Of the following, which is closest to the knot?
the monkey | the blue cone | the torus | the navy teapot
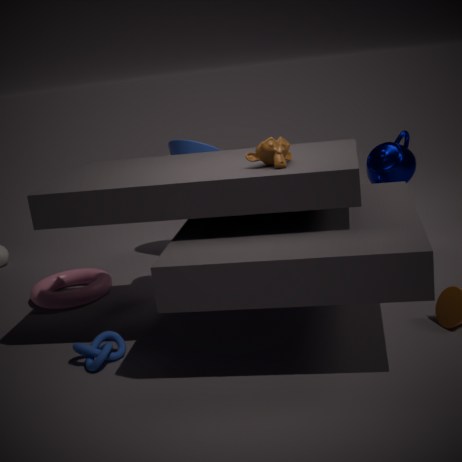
the torus
